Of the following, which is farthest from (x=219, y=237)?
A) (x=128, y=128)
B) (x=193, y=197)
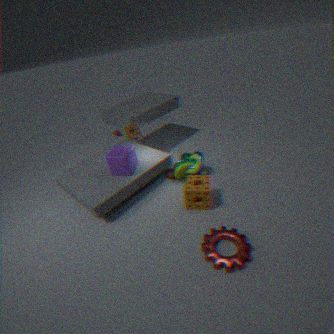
(x=128, y=128)
